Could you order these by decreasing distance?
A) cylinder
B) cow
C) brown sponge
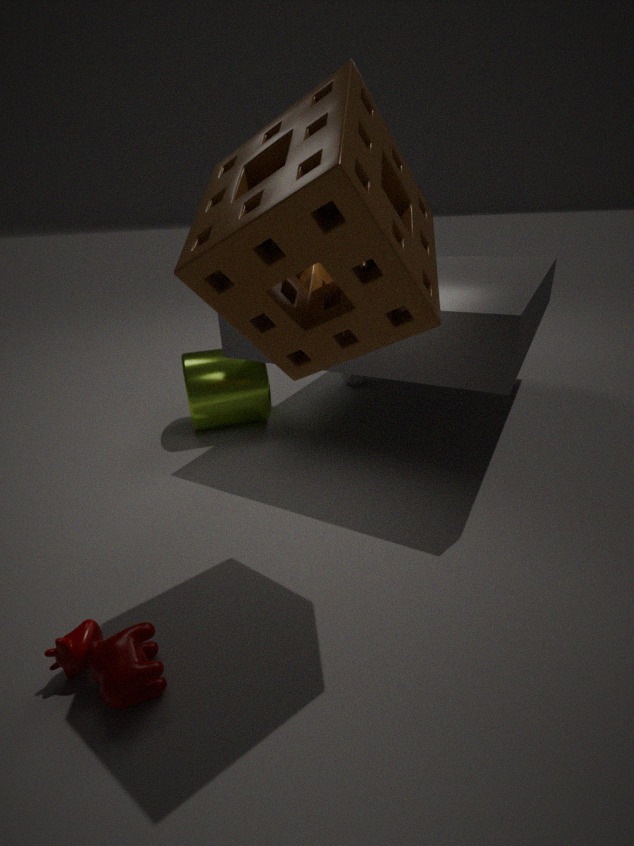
cylinder
cow
brown sponge
